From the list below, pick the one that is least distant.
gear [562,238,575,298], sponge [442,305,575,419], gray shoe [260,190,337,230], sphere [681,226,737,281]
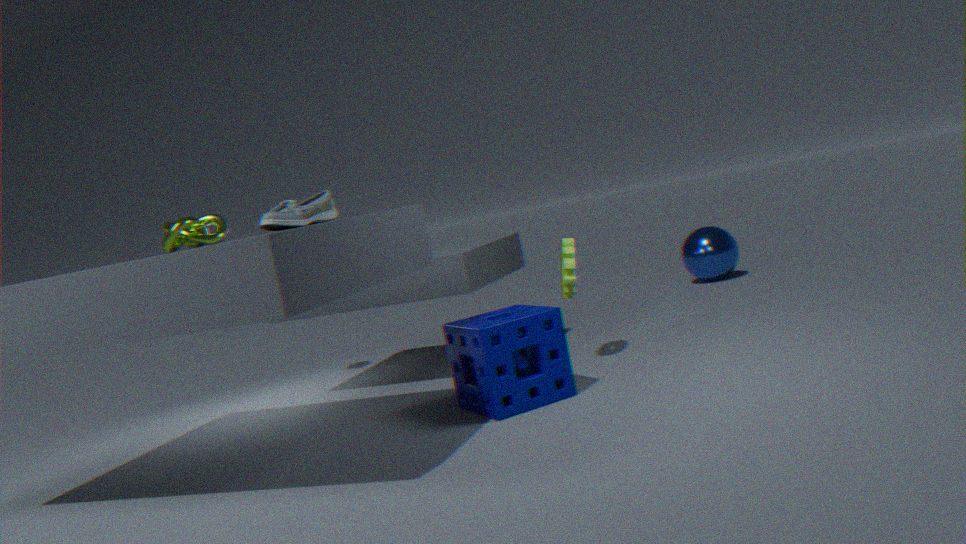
gray shoe [260,190,337,230]
